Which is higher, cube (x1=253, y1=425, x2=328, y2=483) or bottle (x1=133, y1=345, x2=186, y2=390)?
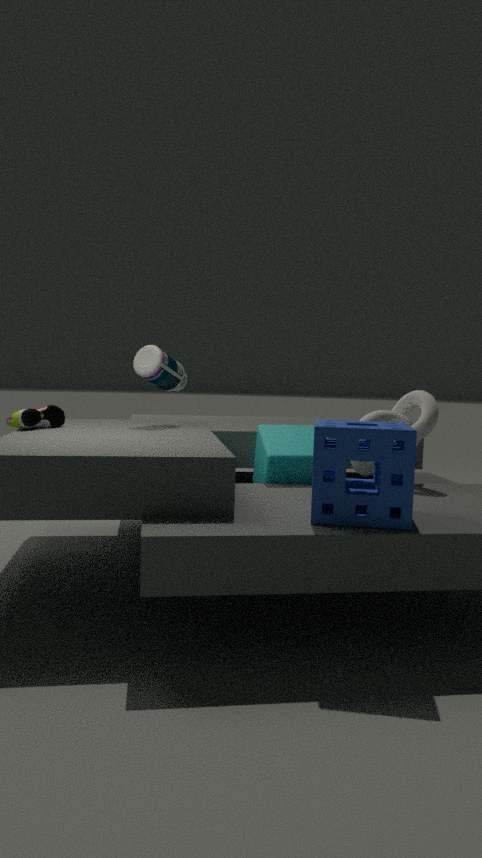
bottle (x1=133, y1=345, x2=186, y2=390)
